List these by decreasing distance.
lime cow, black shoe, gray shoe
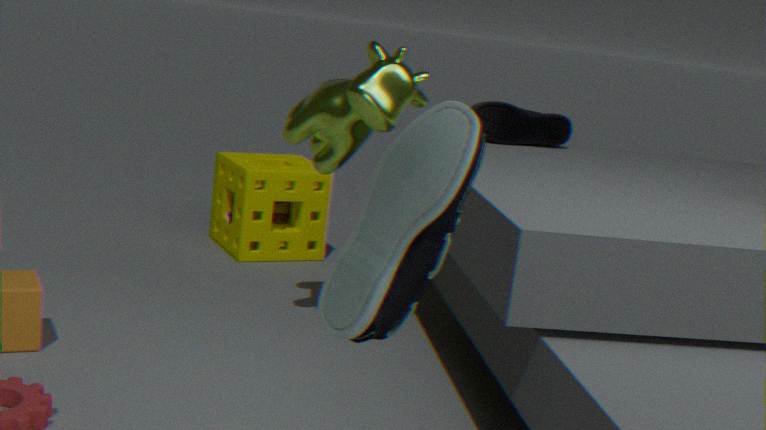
black shoe
lime cow
gray shoe
